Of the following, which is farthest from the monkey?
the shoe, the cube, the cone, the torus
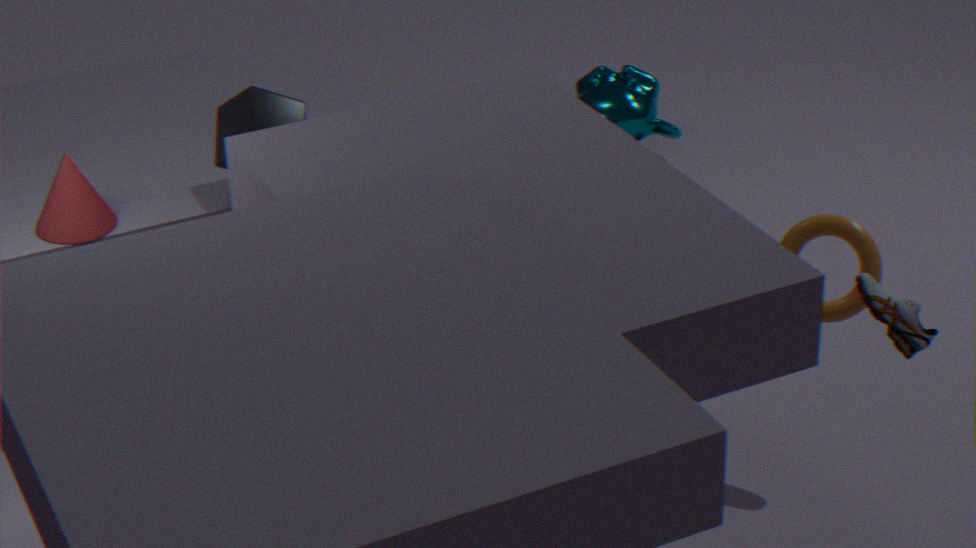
the shoe
